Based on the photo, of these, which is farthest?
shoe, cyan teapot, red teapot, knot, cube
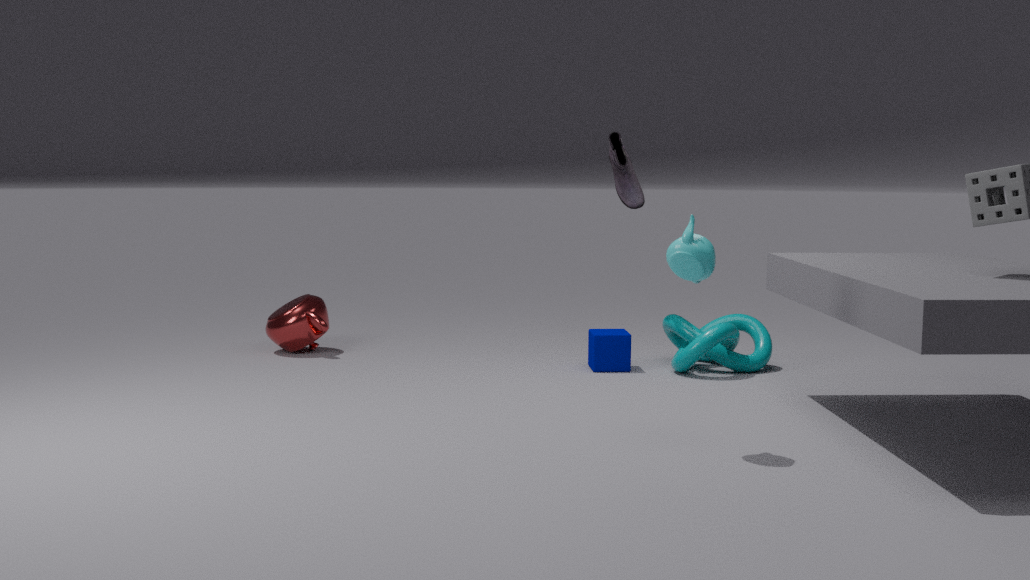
red teapot
